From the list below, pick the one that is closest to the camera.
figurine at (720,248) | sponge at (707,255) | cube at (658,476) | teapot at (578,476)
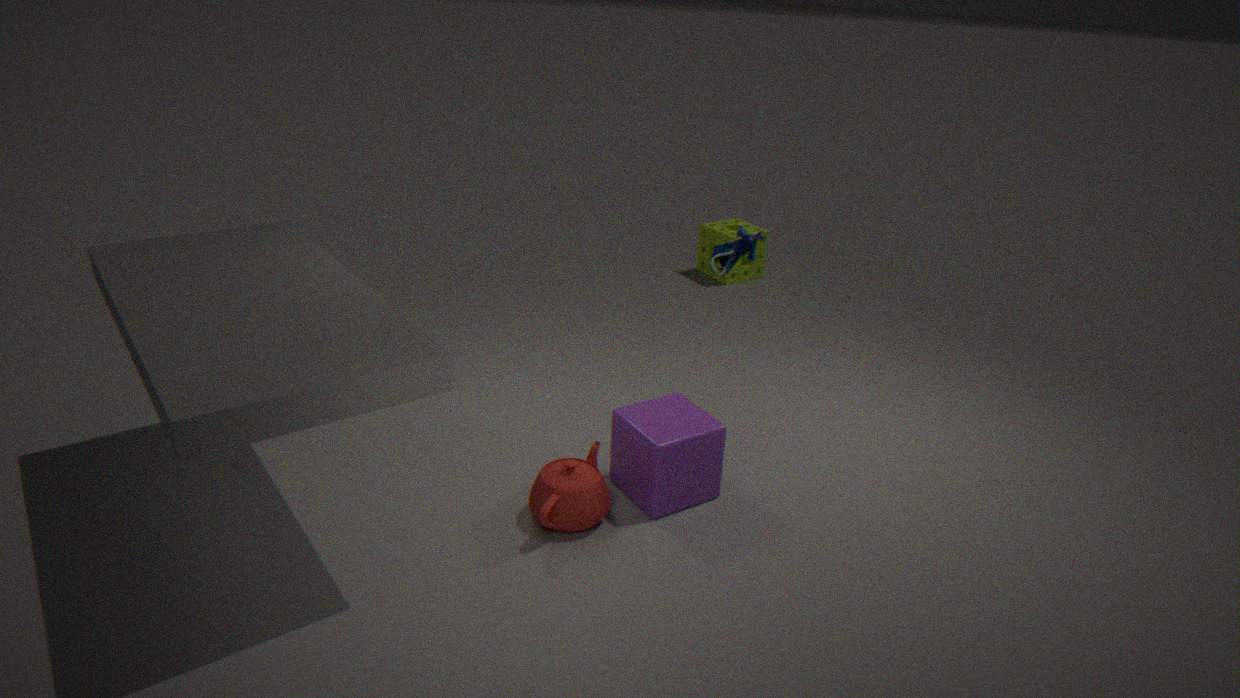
teapot at (578,476)
